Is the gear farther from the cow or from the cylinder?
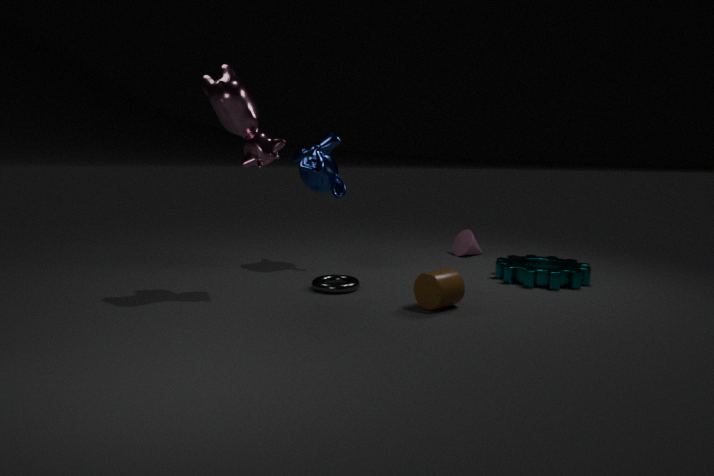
the cow
